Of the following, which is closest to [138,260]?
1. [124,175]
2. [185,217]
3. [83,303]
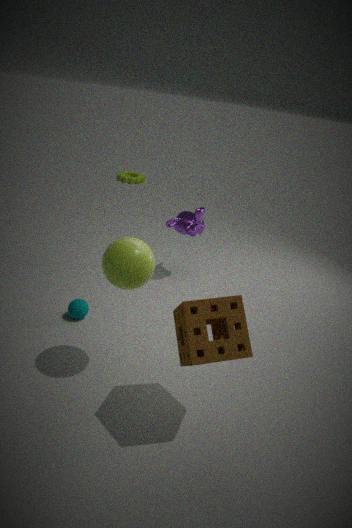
[83,303]
